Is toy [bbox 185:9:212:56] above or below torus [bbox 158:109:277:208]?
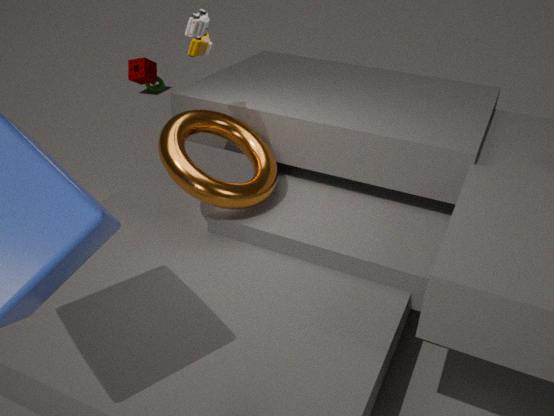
above
